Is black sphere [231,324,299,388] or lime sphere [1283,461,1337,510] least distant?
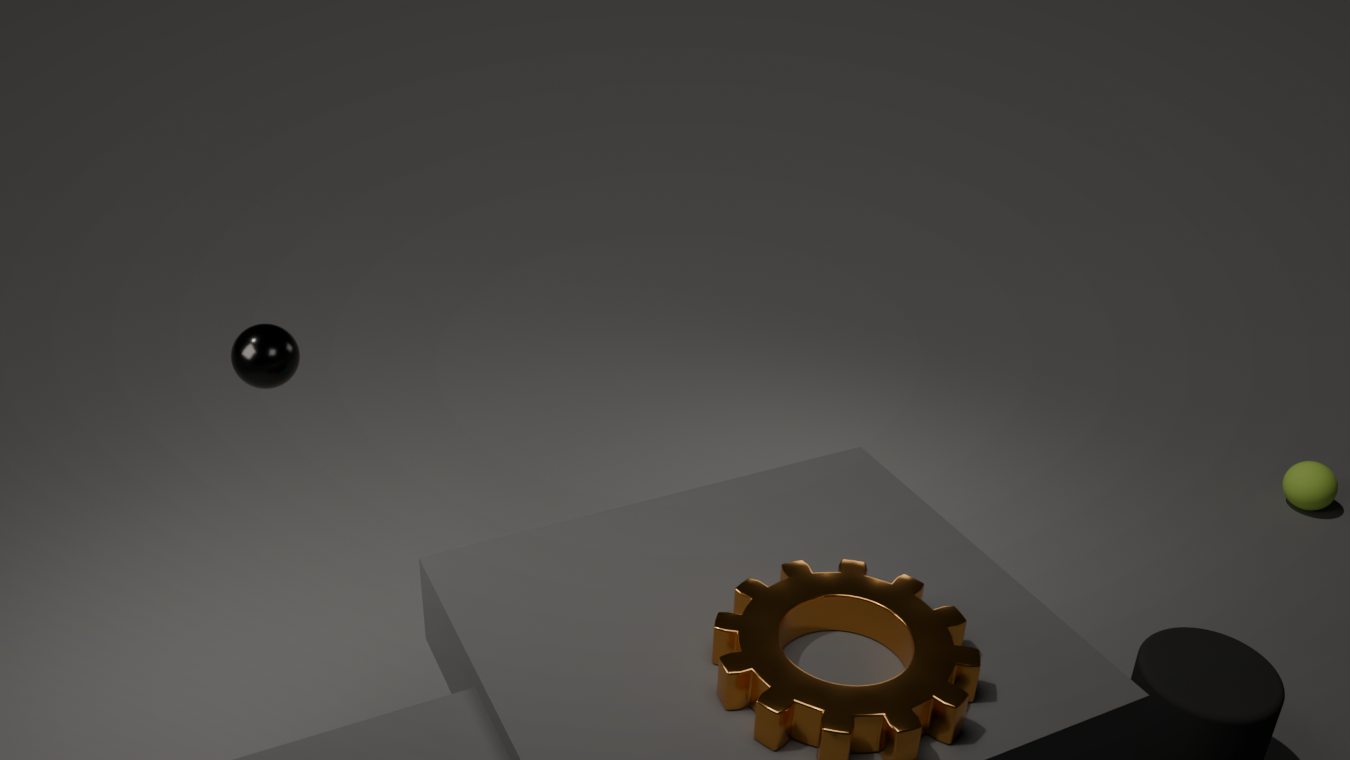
black sphere [231,324,299,388]
